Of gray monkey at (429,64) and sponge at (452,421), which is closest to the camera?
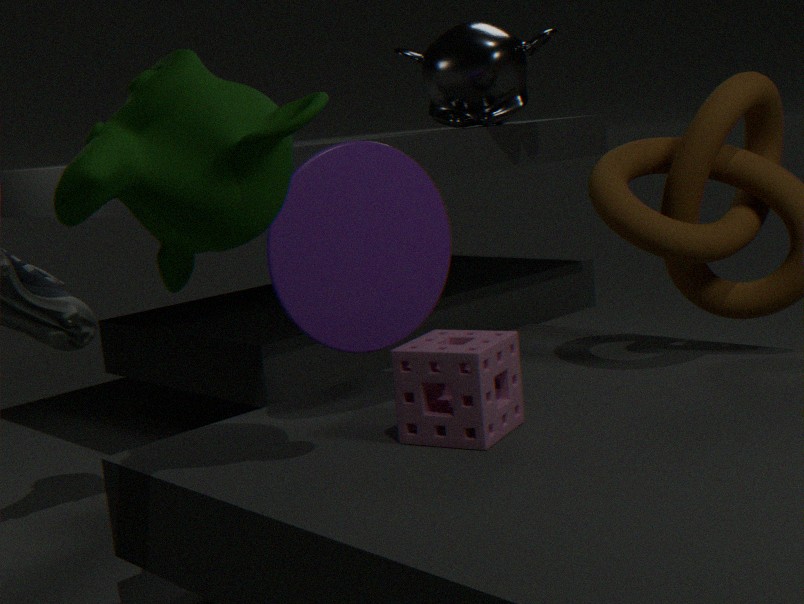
sponge at (452,421)
